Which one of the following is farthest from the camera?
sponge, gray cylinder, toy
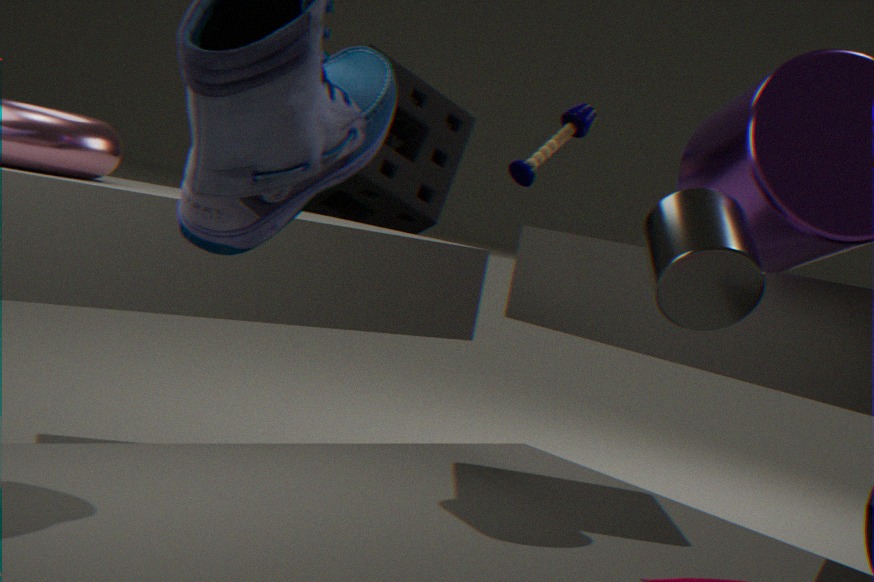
sponge
